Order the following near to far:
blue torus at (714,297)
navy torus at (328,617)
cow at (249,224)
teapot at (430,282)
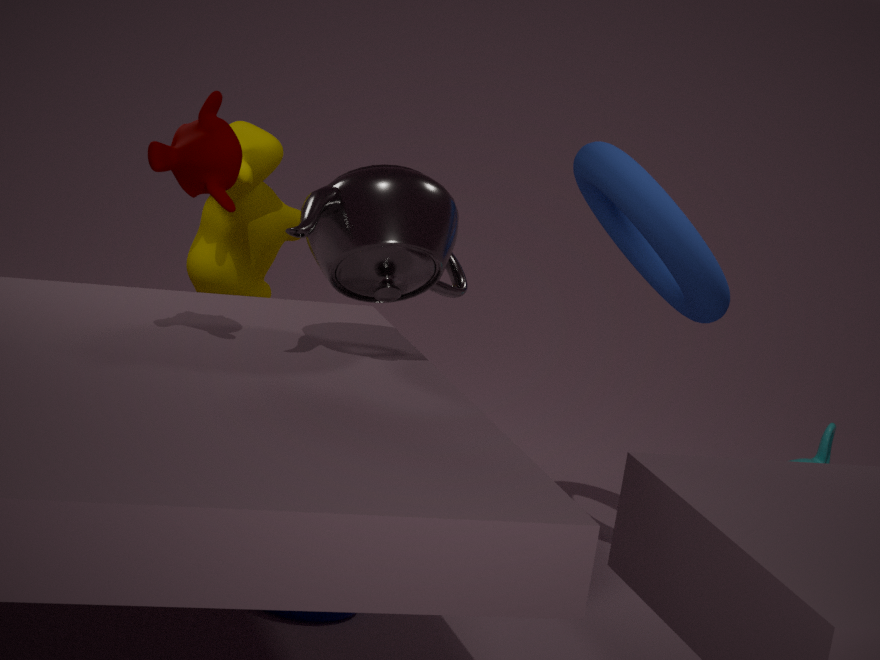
teapot at (430,282) → navy torus at (328,617) → blue torus at (714,297) → cow at (249,224)
